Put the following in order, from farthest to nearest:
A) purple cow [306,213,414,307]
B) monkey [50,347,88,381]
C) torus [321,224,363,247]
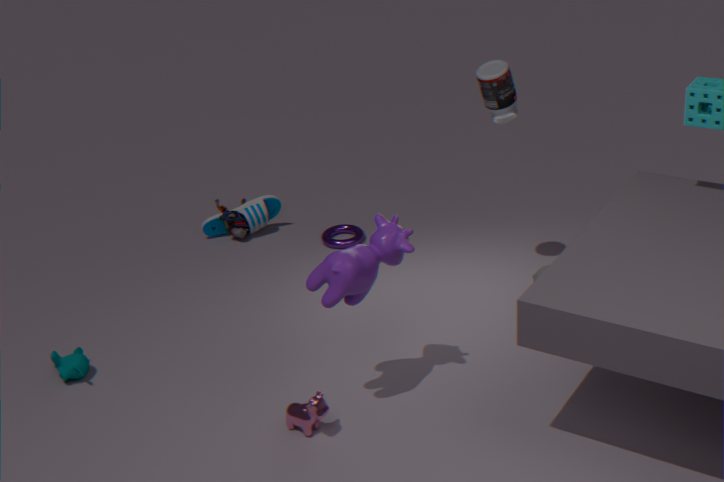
torus [321,224,363,247] < monkey [50,347,88,381] < purple cow [306,213,414,307]
